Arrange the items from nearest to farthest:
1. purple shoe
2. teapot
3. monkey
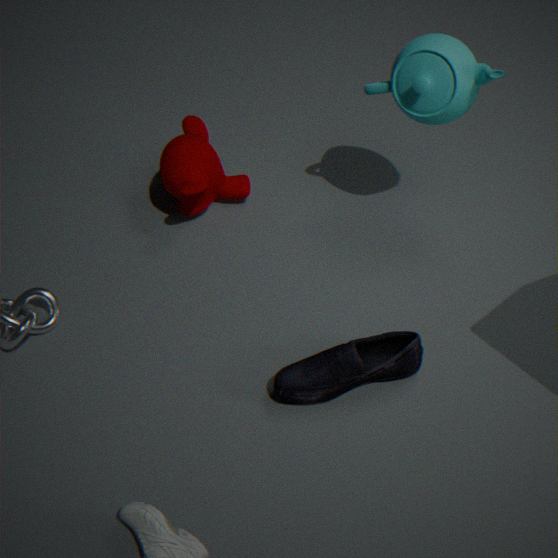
purple shoe
teapot
monkey
